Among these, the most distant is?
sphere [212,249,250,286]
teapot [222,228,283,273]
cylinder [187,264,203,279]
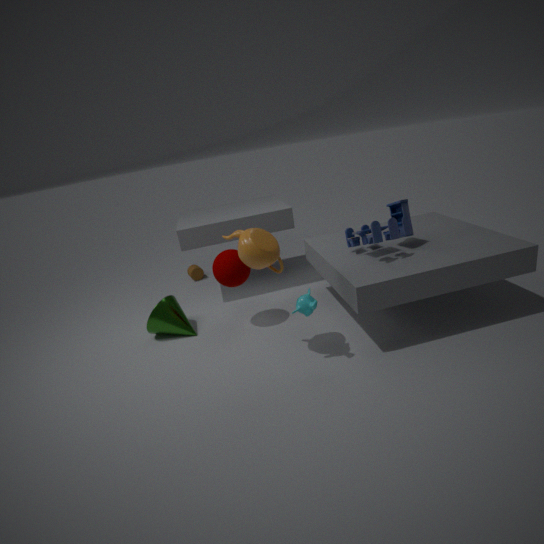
cylinder [187,264,203,279]
